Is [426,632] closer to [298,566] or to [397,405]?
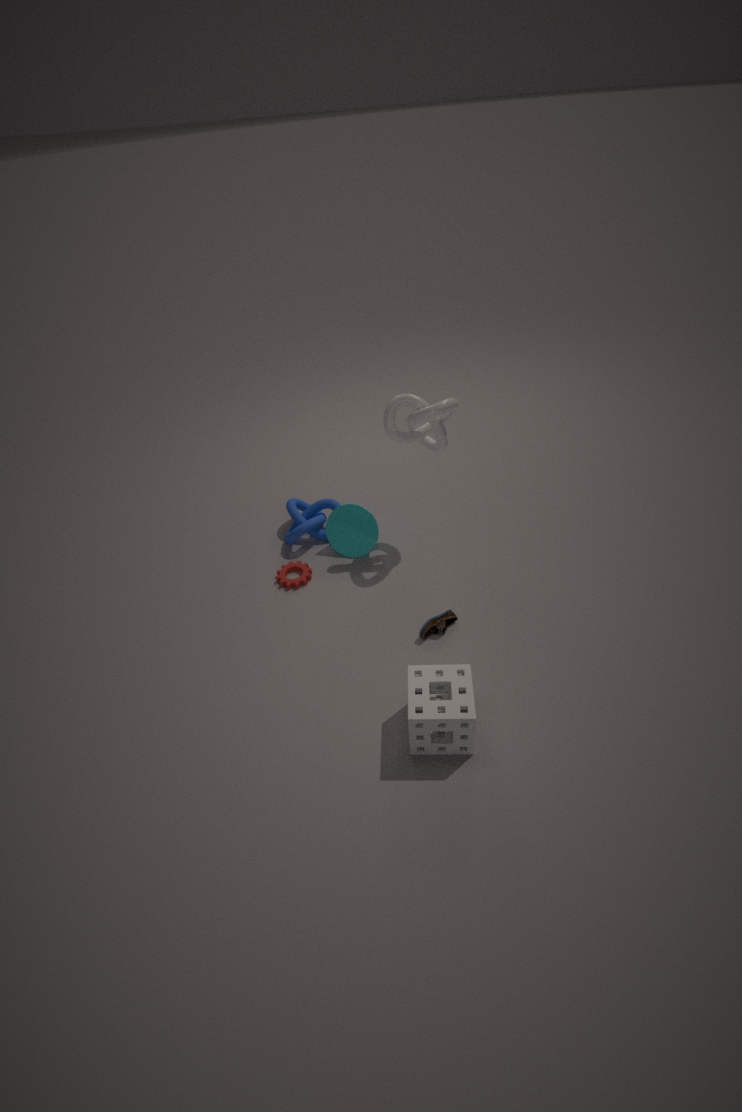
[298,566]
